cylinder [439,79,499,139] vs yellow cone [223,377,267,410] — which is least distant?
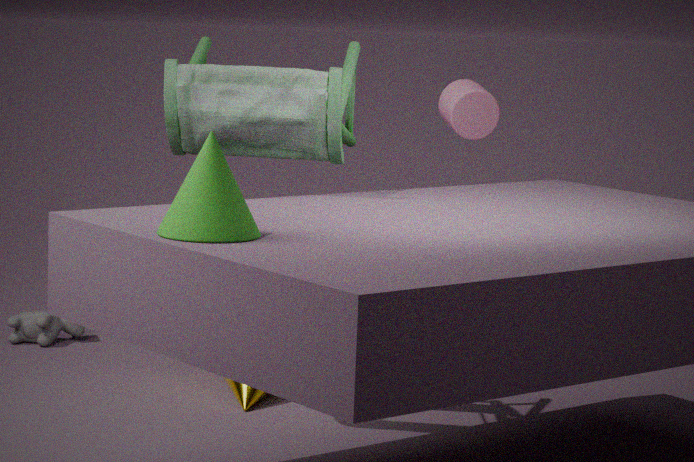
yellow cone [223,377,267,410]
